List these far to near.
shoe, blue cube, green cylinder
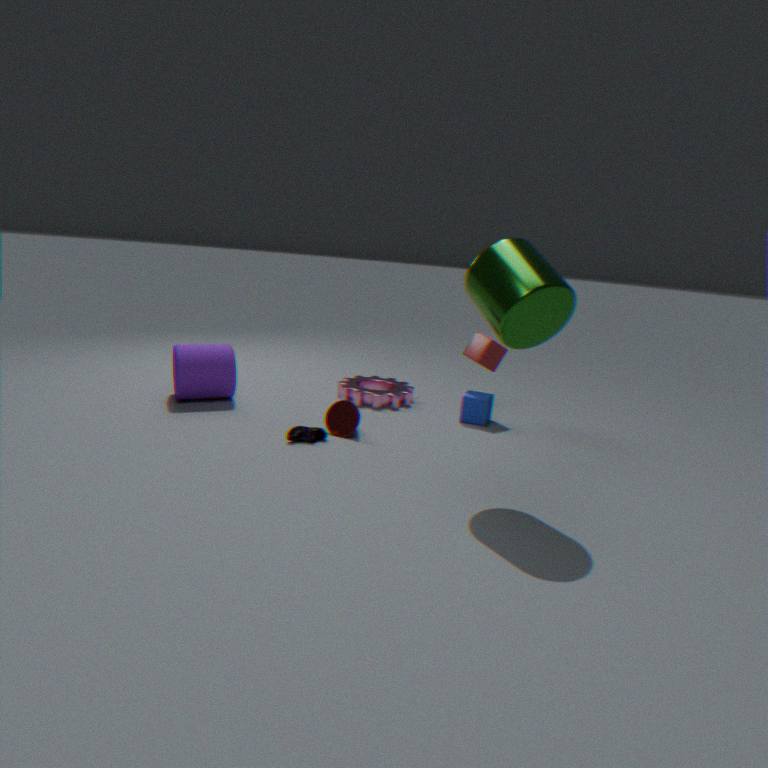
blue cube
shoe
green cylinder
